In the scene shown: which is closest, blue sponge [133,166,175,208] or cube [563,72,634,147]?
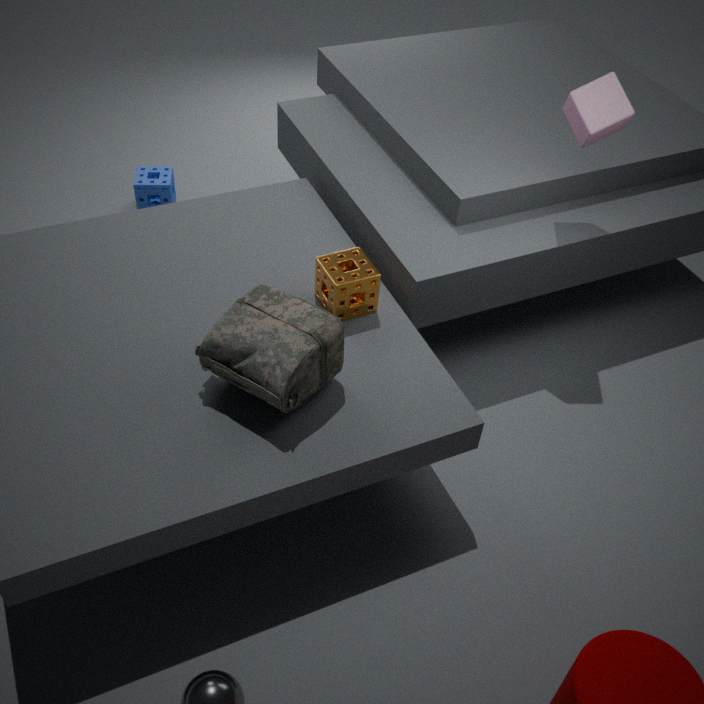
cube [563,72,634,147]
